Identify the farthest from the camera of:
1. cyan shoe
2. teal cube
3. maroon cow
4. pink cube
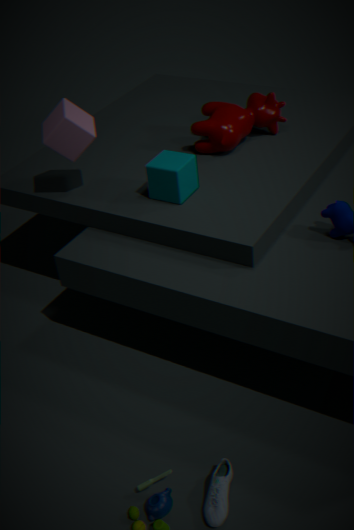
maroon cow
